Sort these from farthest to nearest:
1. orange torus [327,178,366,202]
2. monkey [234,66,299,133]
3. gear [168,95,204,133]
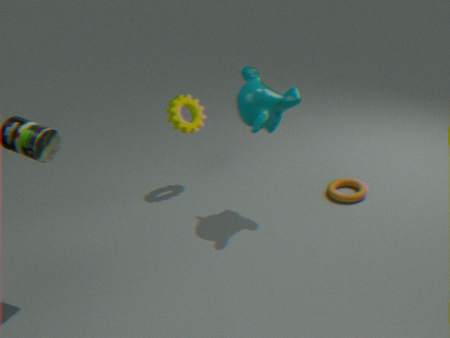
gear [168,95,204,133]
orange torus [327,178,366,202]
monkey [234,66,299,133]
